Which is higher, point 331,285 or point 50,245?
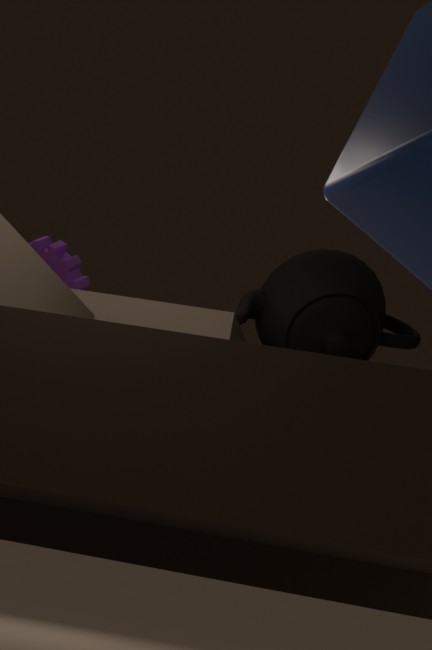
point 50,245
